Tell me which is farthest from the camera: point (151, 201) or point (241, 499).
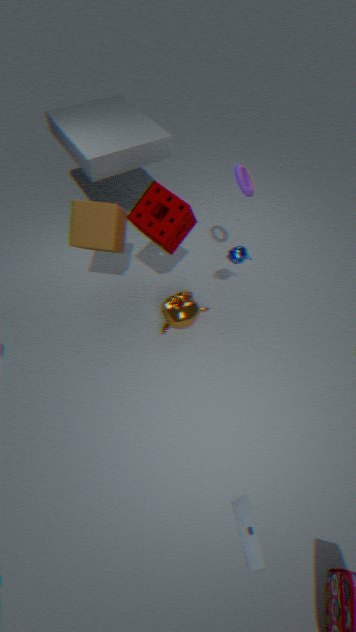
point (151, 201)
